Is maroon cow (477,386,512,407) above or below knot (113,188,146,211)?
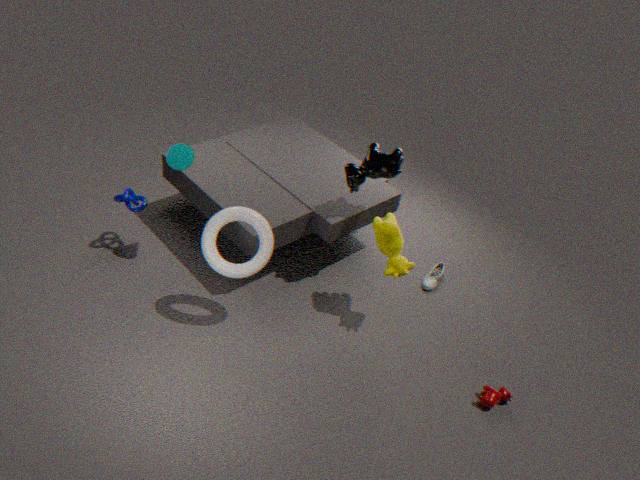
below
